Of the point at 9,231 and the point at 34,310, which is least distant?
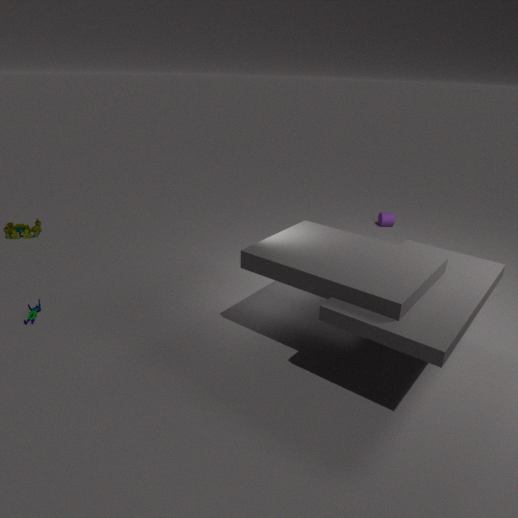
the point at 34,310
